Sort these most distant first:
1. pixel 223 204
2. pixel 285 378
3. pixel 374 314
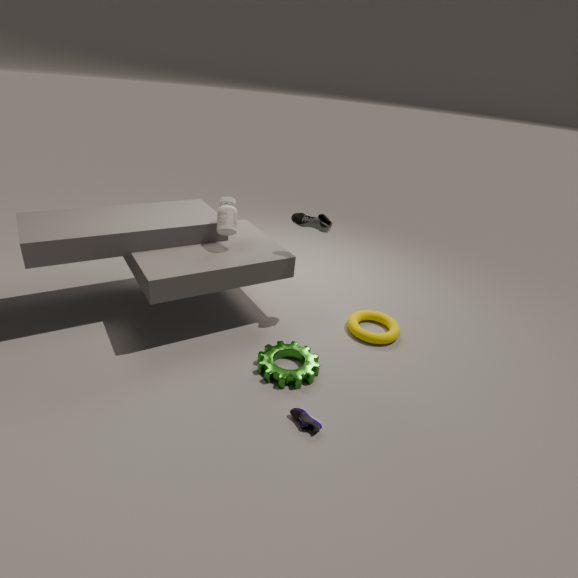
pixel 374 314 → pixel 223 204 → pixel 285 378
